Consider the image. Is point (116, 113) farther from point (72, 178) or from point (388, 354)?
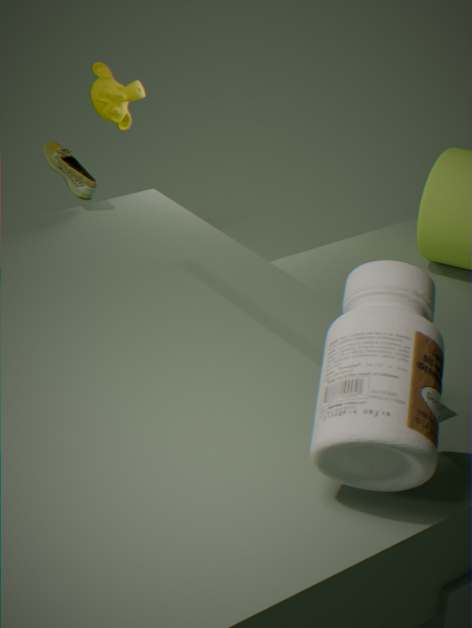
point (388, 354)
